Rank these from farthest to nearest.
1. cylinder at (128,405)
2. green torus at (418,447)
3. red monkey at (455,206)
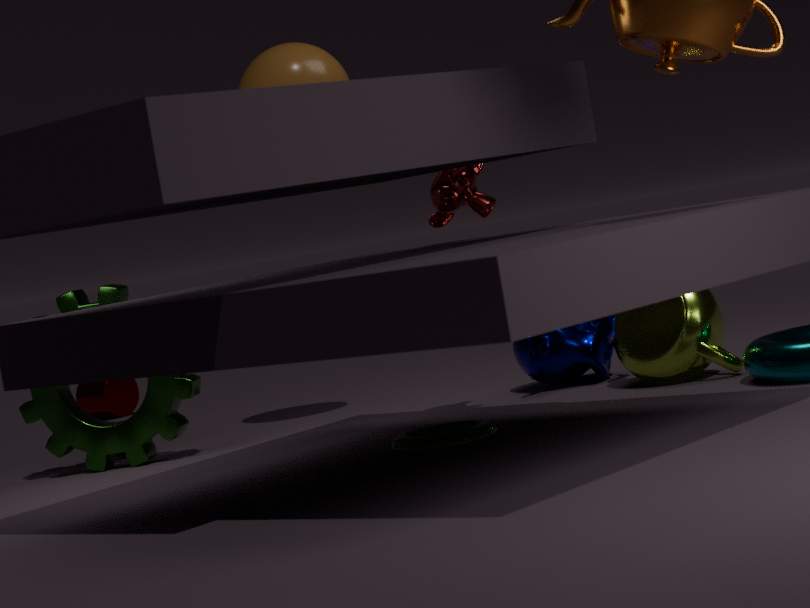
cylinder at (128,405), red monkey at (455,206), green torus at (418,447)
